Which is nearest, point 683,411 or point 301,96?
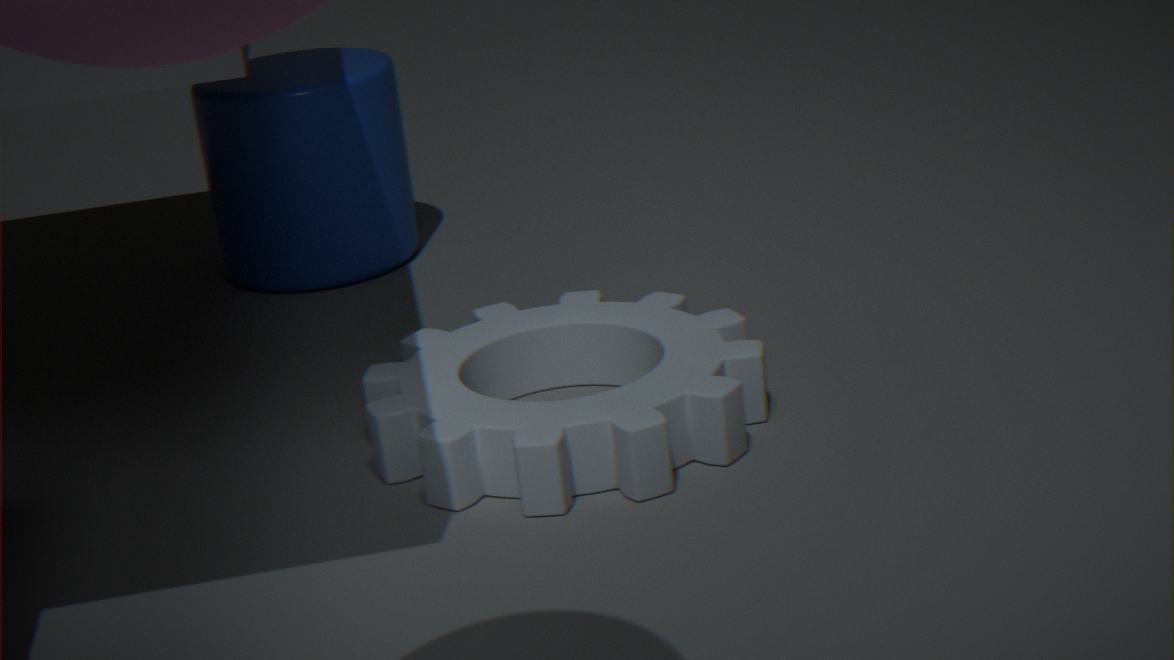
point 683,411
